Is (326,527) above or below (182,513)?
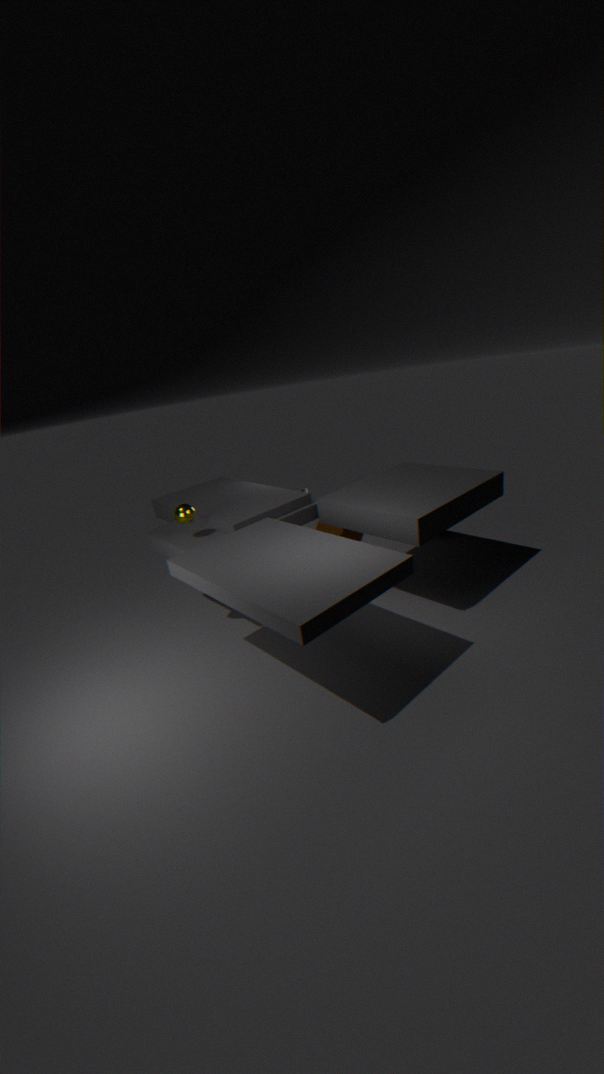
below
